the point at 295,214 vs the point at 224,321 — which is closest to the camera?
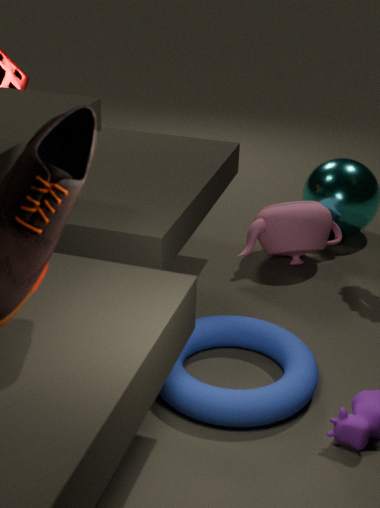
the point at 224,321
